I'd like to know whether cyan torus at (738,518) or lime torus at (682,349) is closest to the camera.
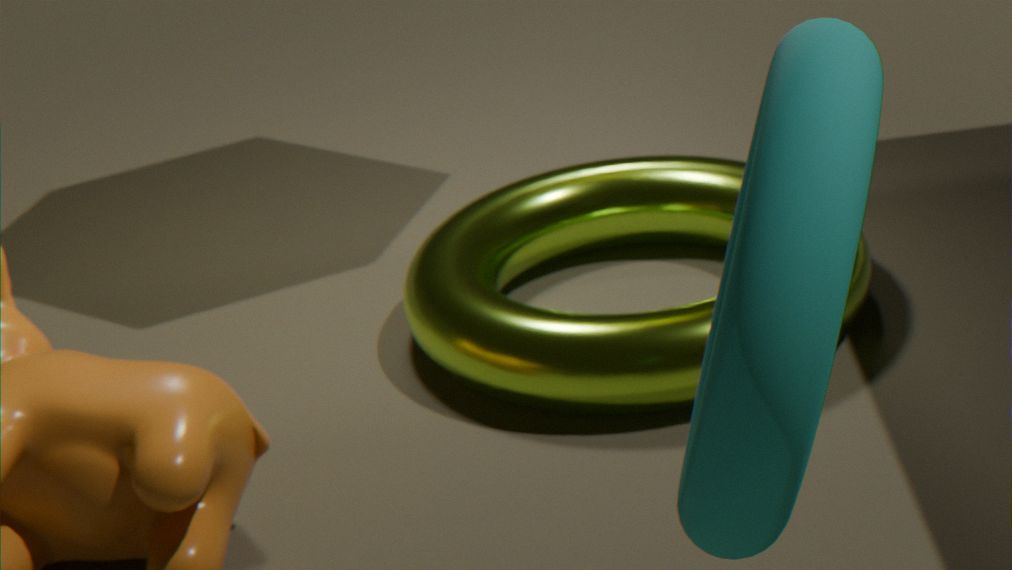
cyan torus at (738,518)
